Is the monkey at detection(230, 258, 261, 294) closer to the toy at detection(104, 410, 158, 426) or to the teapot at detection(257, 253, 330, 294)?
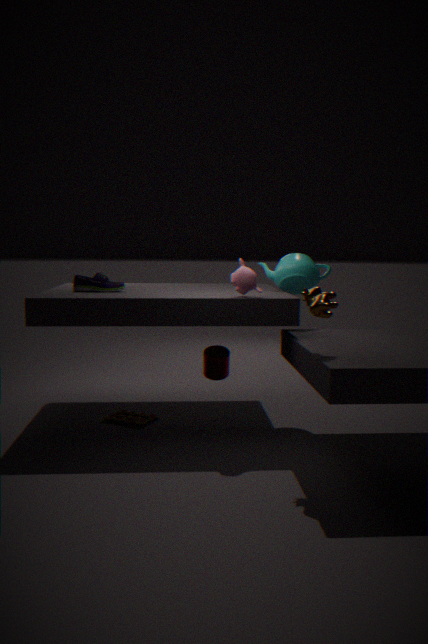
the teapot at detection(257, 253, 330, 294)
